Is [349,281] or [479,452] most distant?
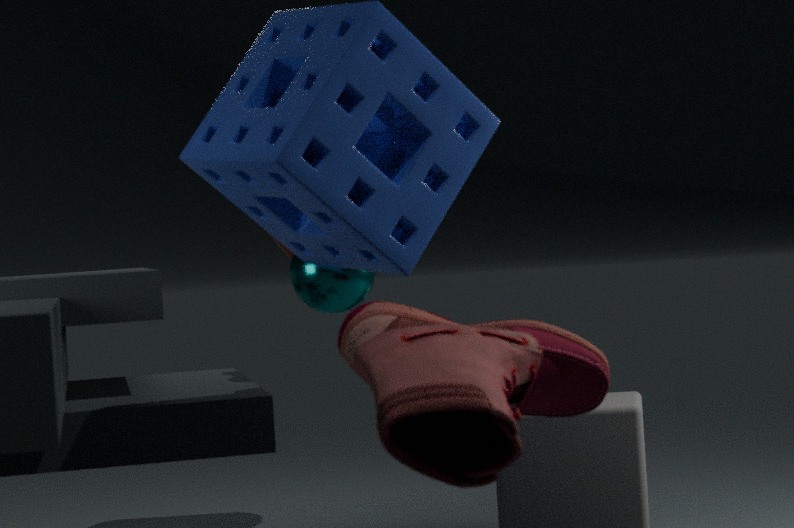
[349,281]
